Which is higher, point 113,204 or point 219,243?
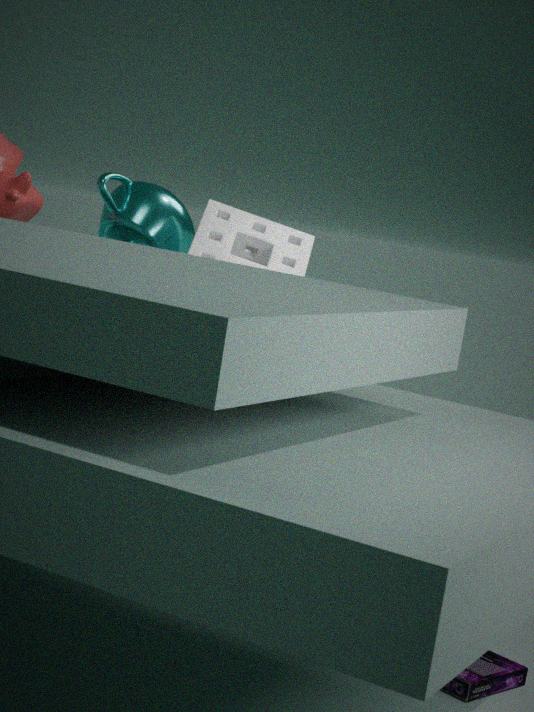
point 113,204
